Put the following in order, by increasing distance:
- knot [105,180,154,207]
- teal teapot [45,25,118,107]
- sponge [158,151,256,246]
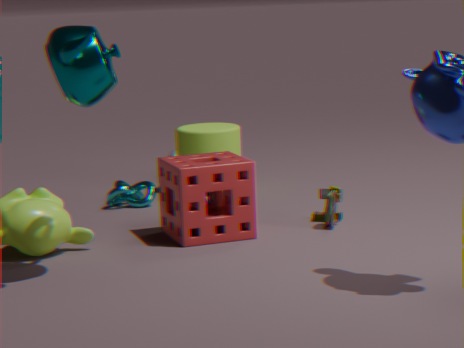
teal teapot [45,25,118,107]
sponge [158,151,256,246]
knot [105,180,154,207]
